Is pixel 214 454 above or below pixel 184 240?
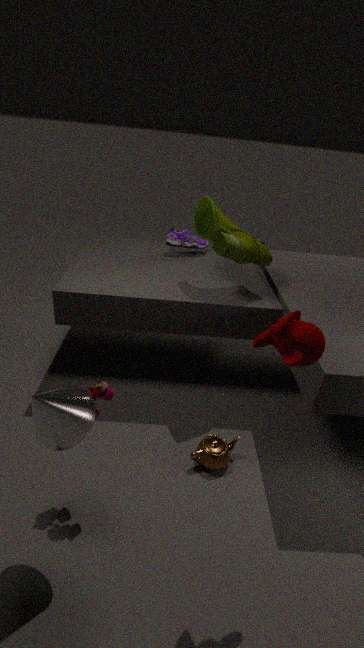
below
